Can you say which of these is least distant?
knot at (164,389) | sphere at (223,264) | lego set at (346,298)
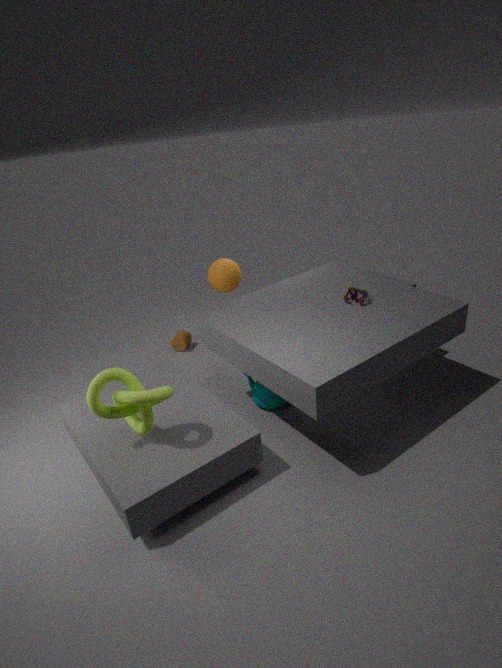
knot at (164,389)
